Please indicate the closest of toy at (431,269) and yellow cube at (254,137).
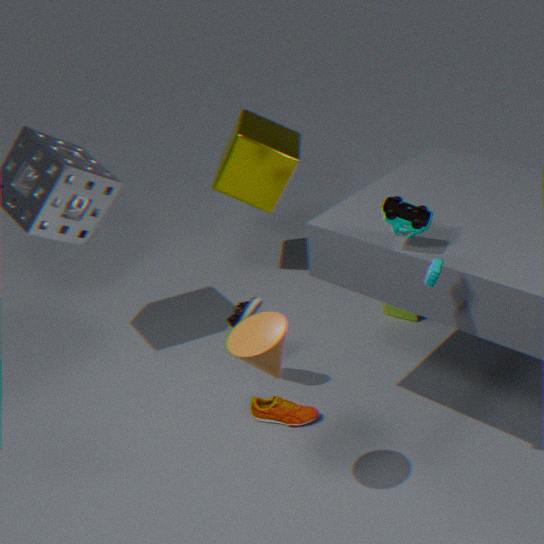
toy at (431,269)
